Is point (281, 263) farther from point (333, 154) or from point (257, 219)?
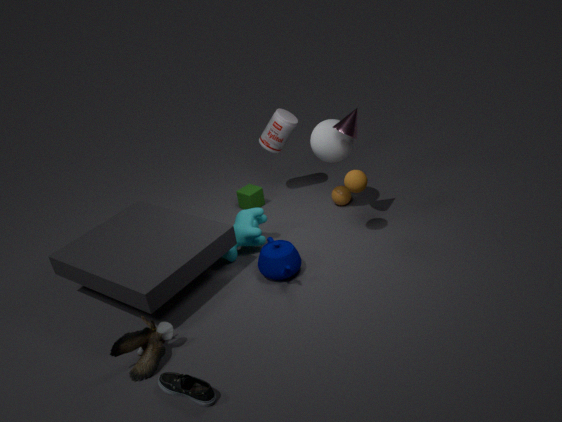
point (333, 154)
